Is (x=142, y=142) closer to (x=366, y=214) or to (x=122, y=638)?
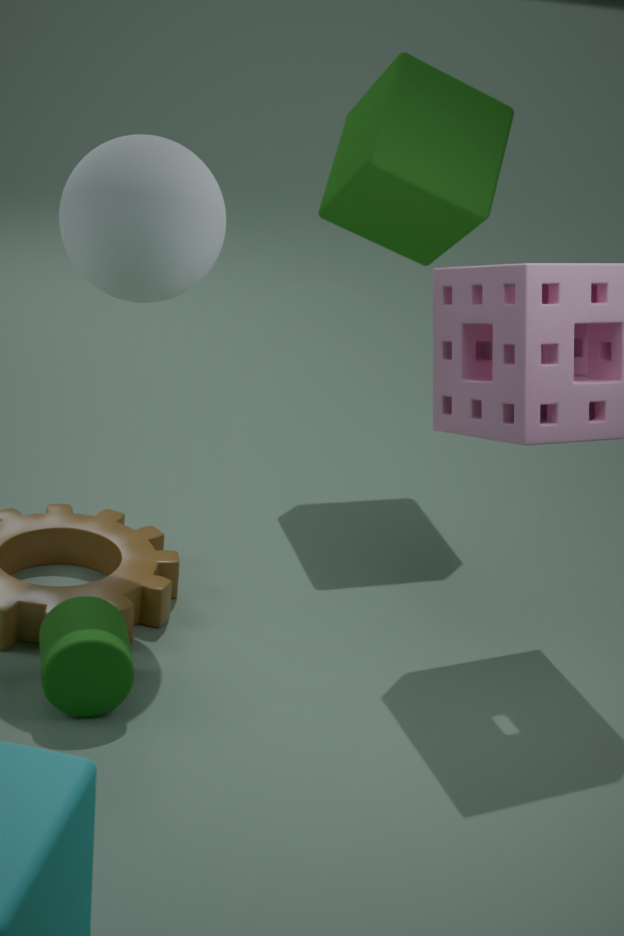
(x=122, y=638)
